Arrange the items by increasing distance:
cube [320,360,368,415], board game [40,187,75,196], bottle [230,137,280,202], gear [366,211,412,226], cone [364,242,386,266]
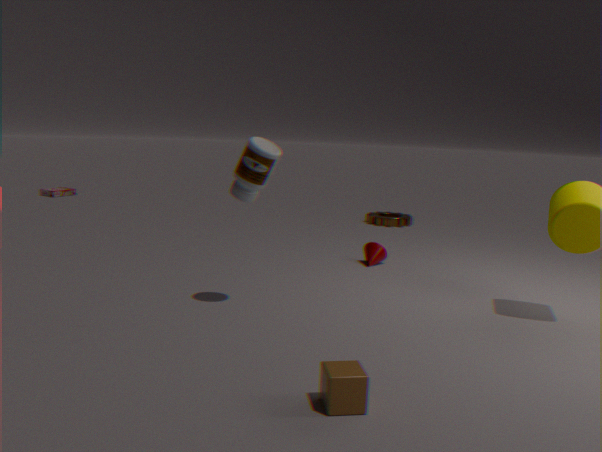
cube [320,360,368,415] < bottle [230,137,280,202] < cone [364,242,386,266] < gear [366,211,412,226] < board game [40,187,75,196]
